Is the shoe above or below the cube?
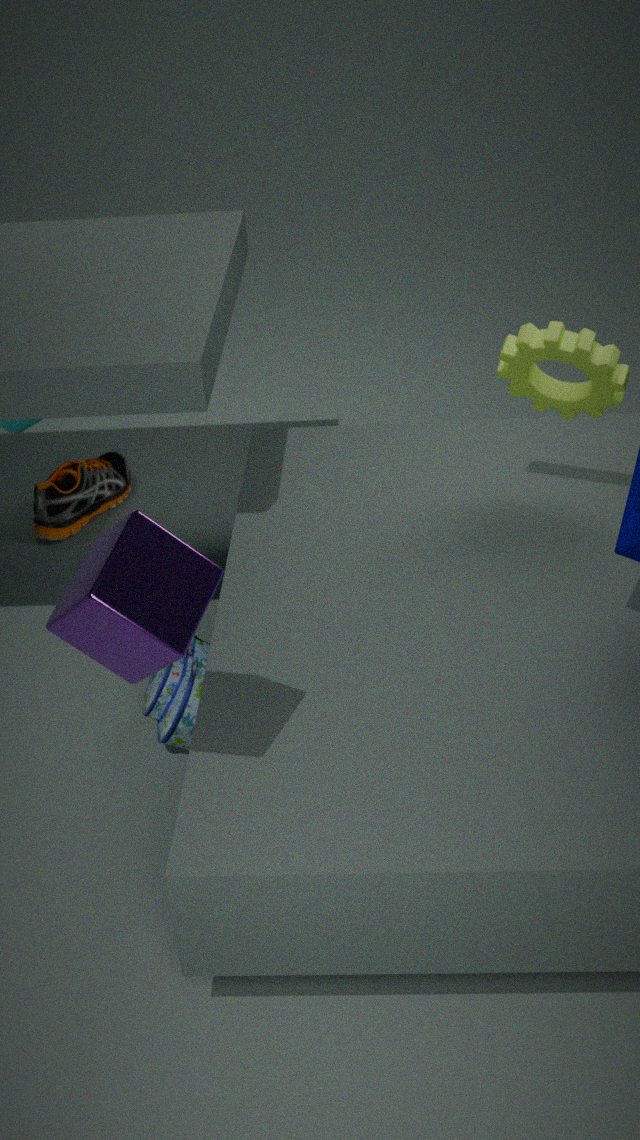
below
